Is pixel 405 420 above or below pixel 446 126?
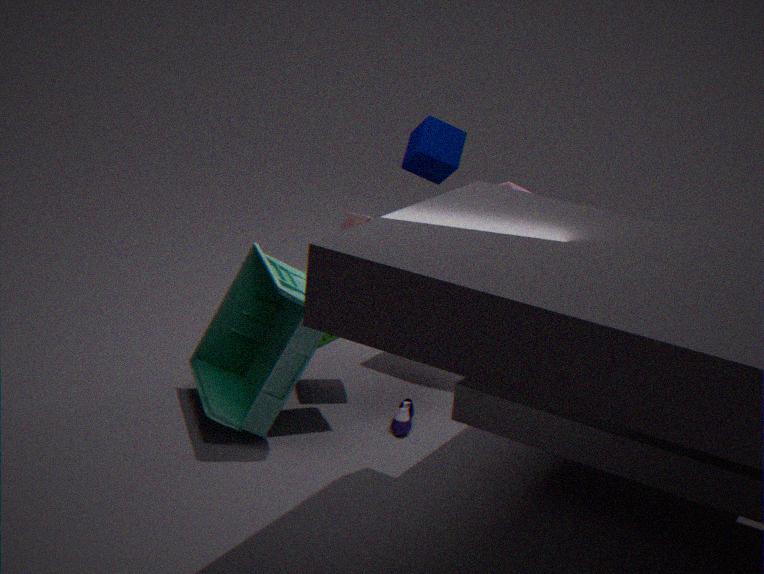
below
